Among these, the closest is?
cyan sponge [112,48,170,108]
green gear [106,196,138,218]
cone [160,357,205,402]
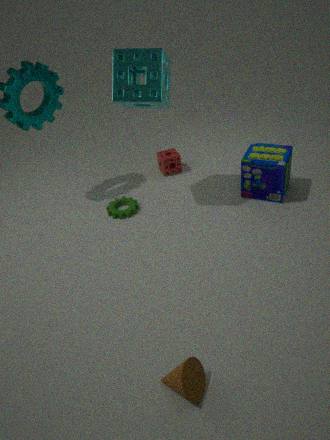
cone [160,357,205,402]
